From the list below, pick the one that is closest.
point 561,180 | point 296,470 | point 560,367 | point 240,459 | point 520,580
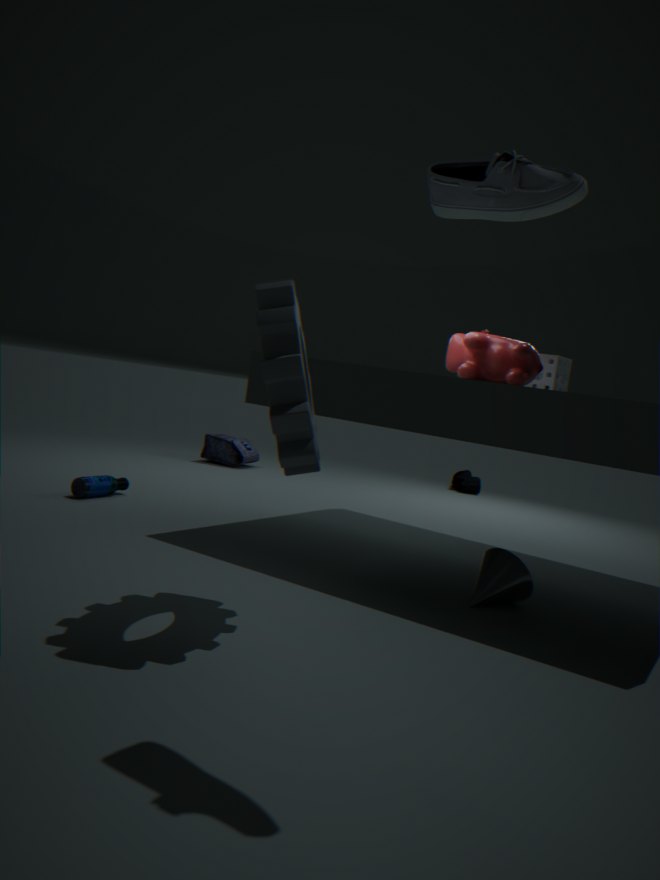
point 561,180
